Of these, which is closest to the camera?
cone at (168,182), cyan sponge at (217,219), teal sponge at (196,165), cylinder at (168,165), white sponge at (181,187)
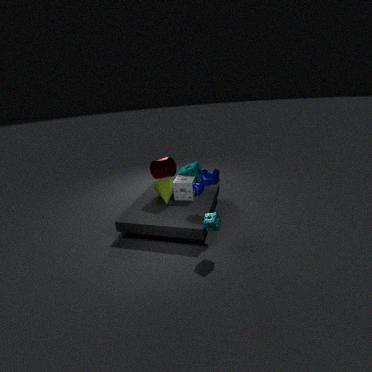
cyan sponge at (217,219)
